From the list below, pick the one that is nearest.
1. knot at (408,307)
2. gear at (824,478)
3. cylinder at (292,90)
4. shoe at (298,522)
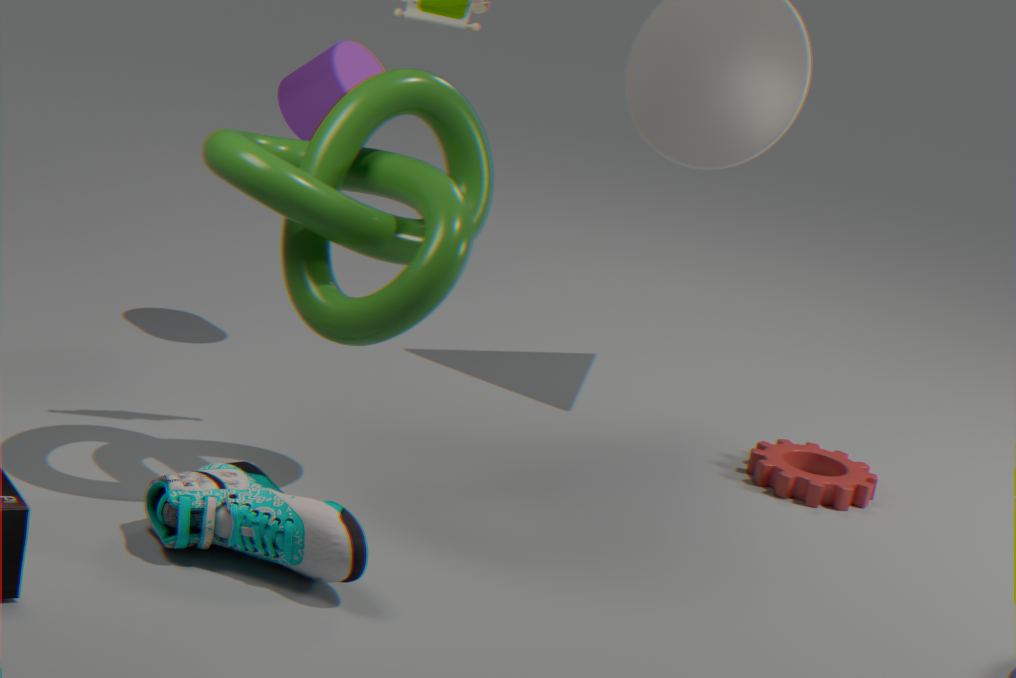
shoe at (298,522)
